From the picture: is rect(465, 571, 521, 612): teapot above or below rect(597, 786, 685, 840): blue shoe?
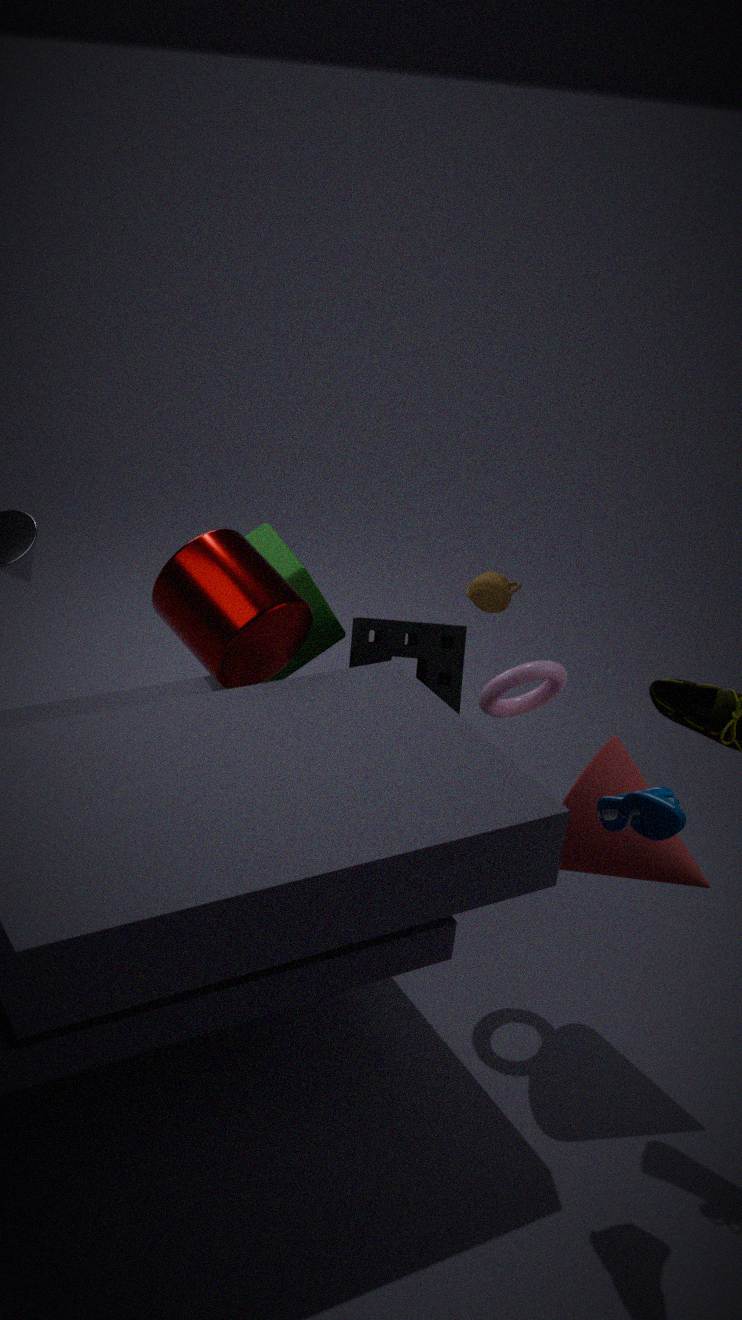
below
